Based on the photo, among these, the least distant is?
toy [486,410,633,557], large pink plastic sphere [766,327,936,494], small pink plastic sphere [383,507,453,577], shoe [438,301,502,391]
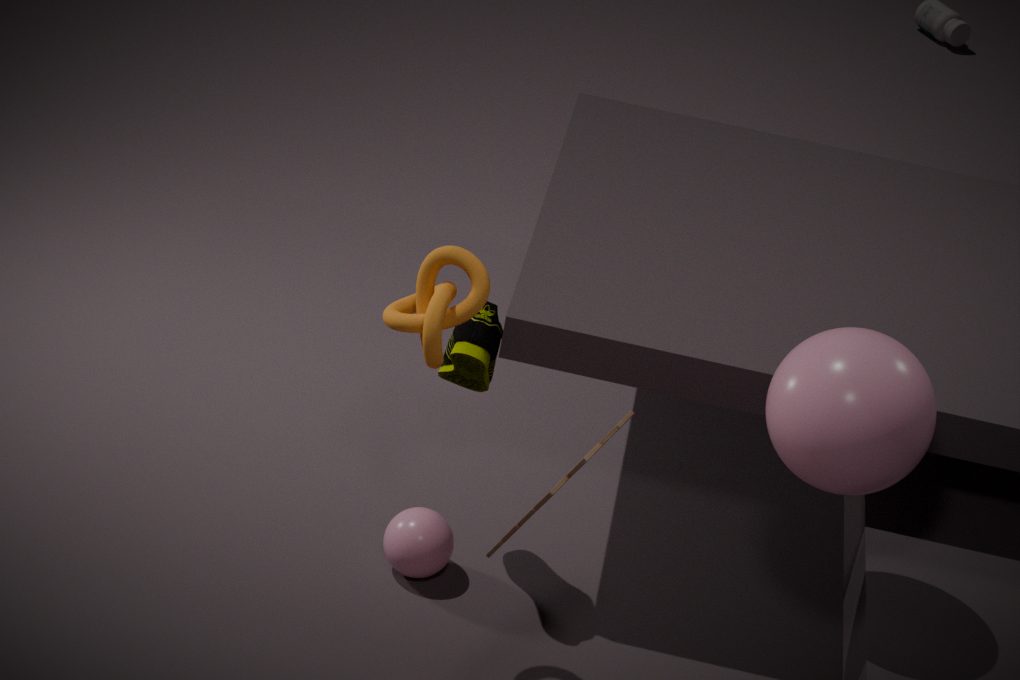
toy [486,410,633,557]
